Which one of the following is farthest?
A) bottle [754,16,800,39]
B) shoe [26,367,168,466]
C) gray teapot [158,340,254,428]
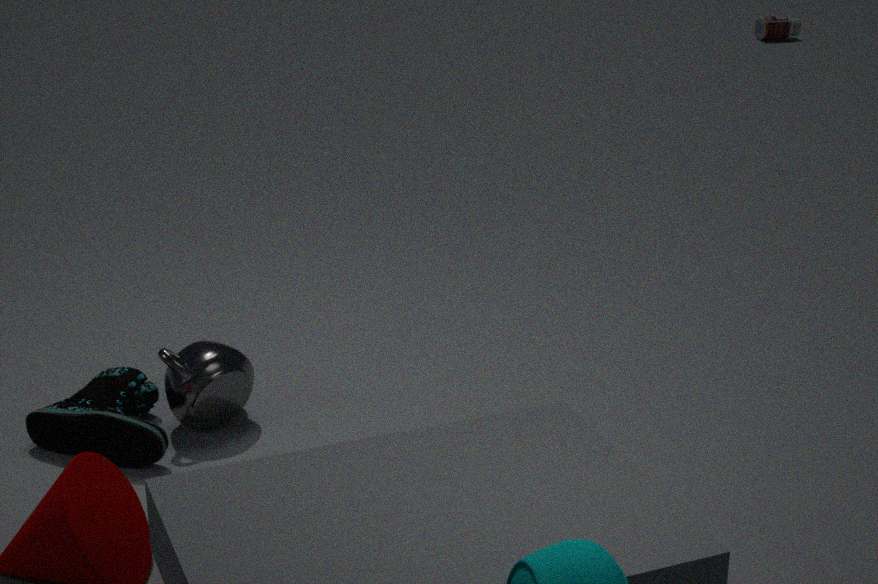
bottle [754,16,800,39]
